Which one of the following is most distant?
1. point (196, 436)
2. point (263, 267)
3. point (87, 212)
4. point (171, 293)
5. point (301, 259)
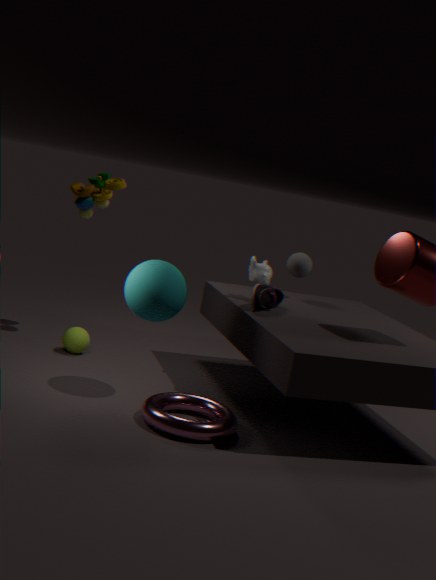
point (301, 259)
